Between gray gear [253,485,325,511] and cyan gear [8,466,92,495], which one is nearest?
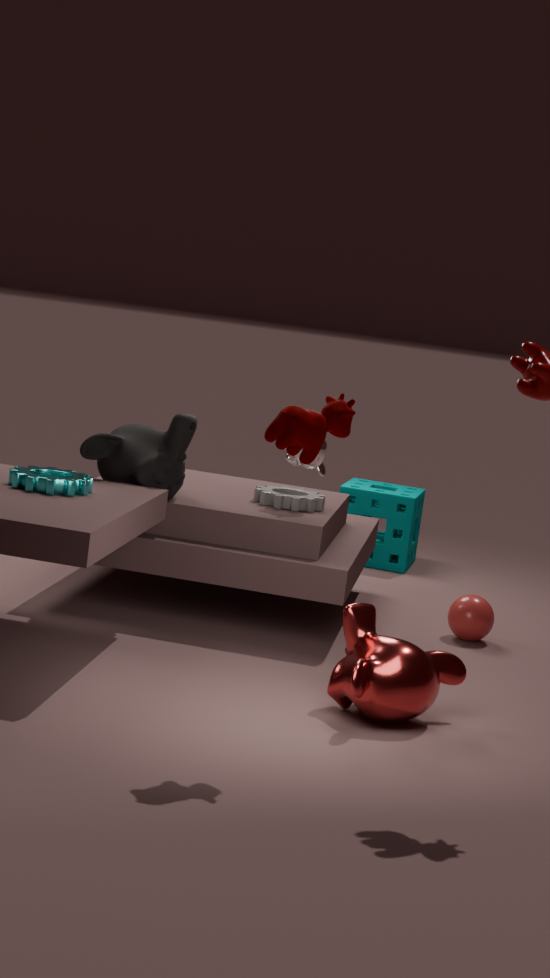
cyan gear [8,466,92,495]
